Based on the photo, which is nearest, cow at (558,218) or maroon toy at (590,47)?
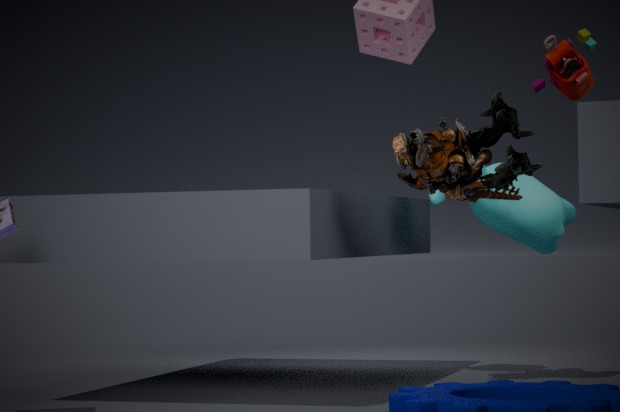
maroon toy at (590,47)
